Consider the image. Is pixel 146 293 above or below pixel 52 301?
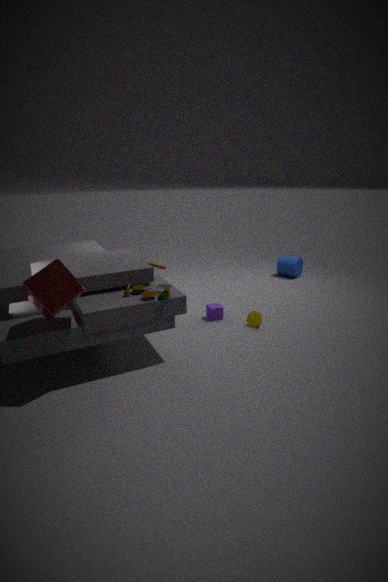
below
